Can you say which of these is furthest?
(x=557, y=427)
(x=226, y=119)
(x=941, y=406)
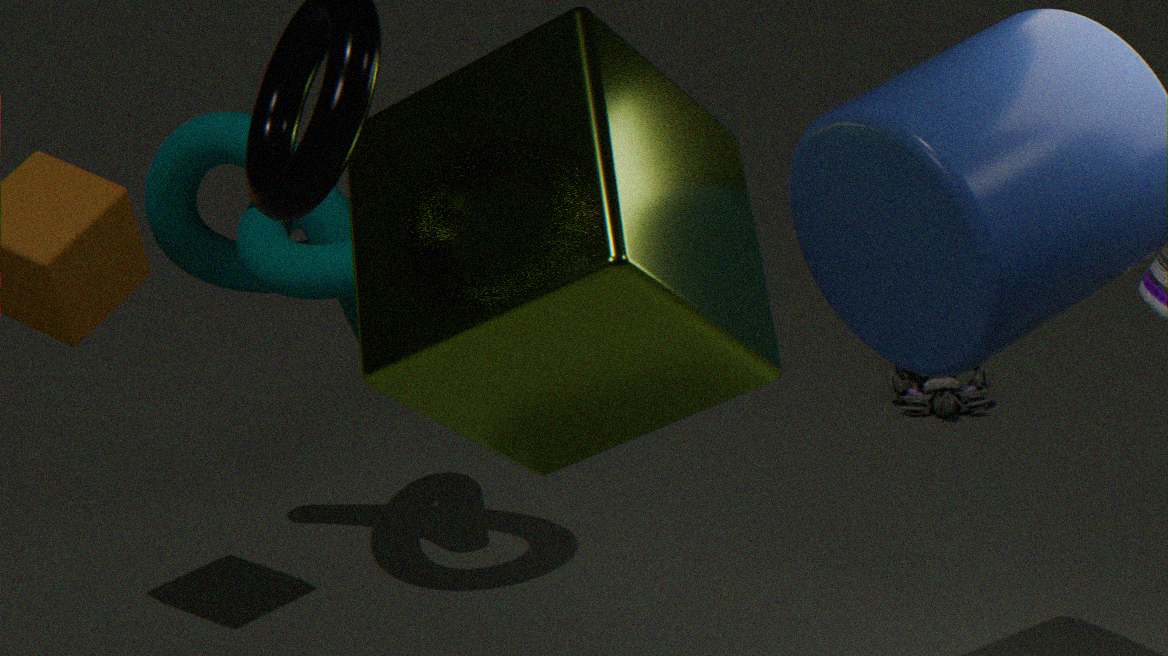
(x=941, y=406)
